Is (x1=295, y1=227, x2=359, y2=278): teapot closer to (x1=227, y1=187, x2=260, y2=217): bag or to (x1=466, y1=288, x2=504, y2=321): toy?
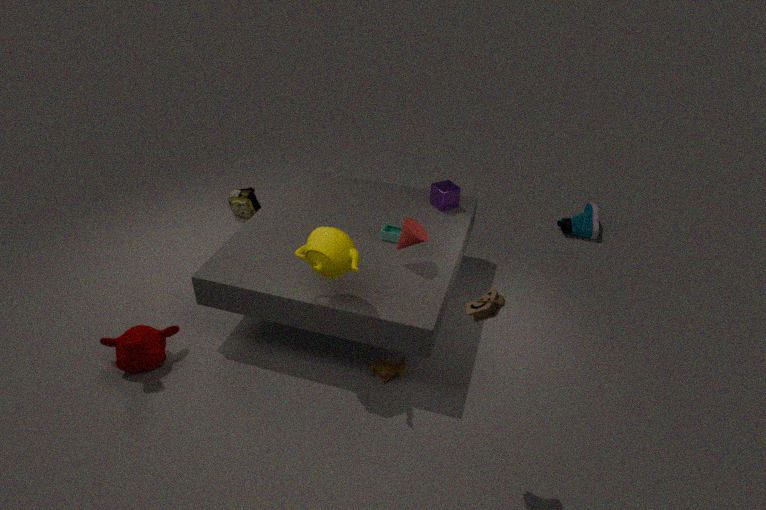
(x1=466, y1=288, x2=504, y2=321): toy
